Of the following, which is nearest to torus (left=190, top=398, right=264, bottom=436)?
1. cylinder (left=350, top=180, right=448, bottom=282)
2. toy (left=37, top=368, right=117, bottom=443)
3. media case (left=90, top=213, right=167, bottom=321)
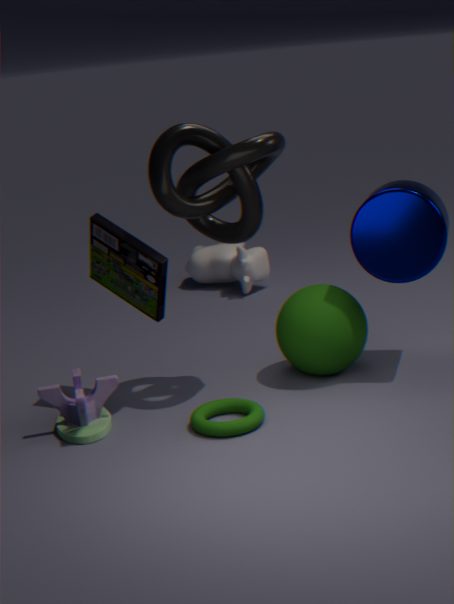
toy (left=37, top=368, right=117, bottom=443)
